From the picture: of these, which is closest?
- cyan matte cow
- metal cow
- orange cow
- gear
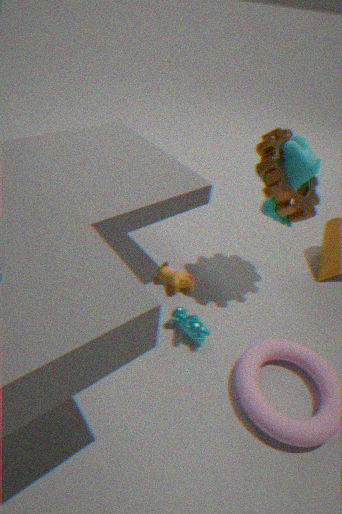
gear
